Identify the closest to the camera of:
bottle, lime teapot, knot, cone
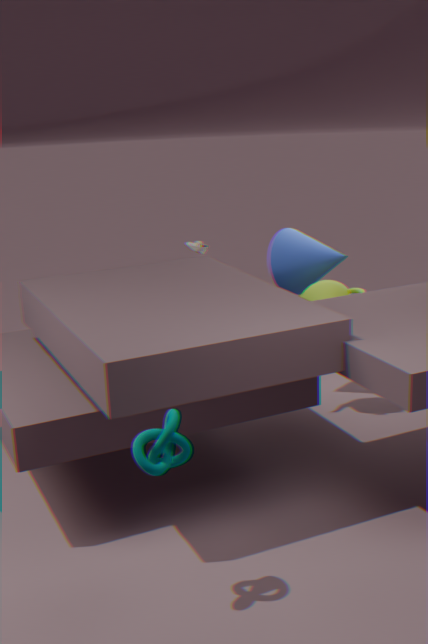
knot
